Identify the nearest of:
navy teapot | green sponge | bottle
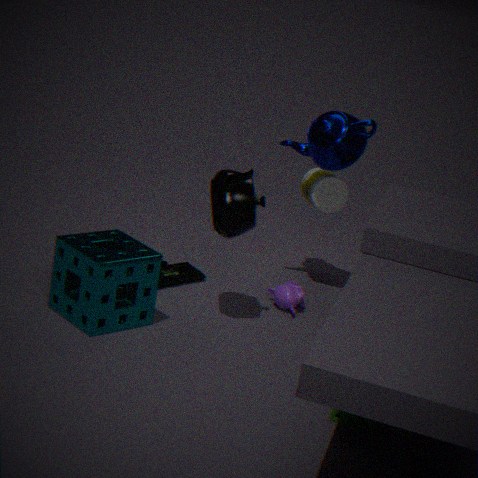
green sponge
